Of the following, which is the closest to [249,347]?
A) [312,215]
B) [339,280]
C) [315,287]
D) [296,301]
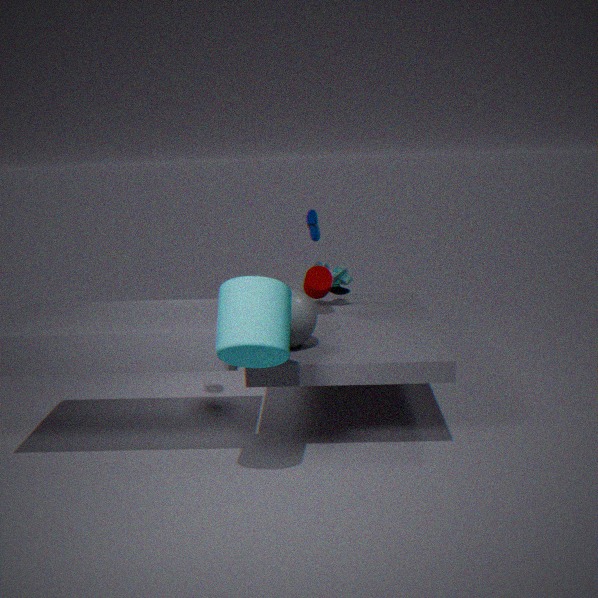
[296,301]
